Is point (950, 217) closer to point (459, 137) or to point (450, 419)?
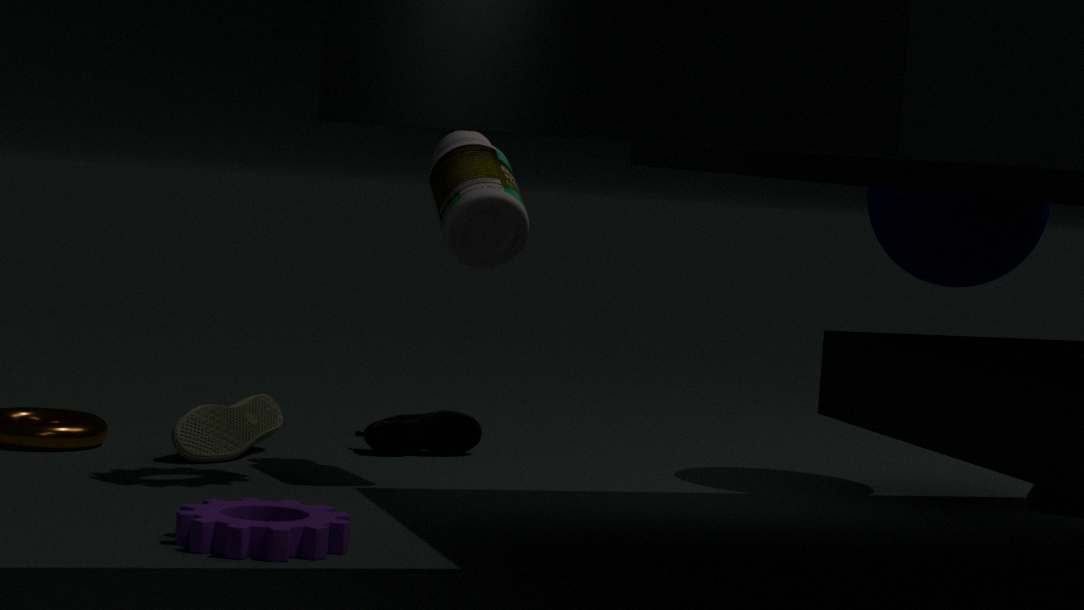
point (459, 137)
